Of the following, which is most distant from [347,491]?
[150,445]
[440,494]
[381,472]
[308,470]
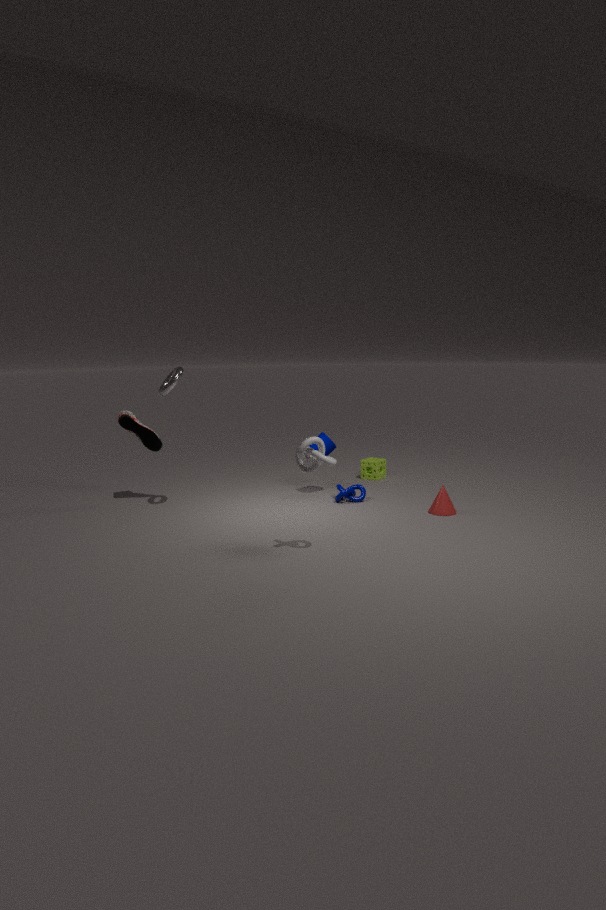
[150,445]
